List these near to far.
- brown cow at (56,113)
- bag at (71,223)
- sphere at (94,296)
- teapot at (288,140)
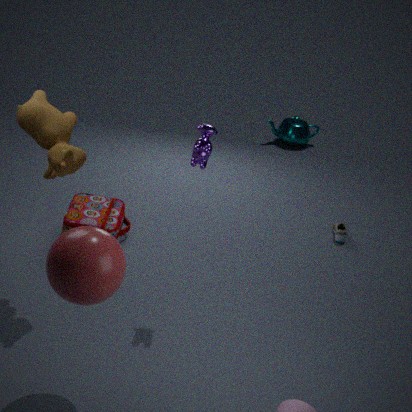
sphere at (94,296) < brown cow at (56,113) < bag at (71,223) < teapot at (288,140)
